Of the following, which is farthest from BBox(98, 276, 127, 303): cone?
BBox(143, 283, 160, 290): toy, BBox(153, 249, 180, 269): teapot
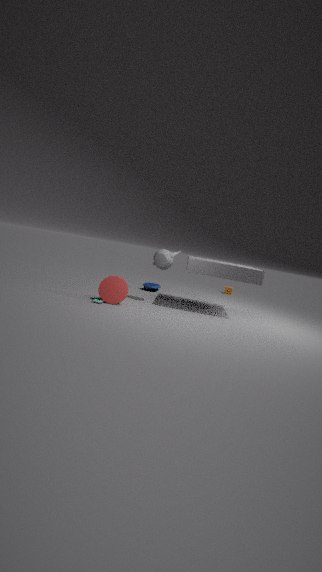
BBox(143, 283, 160, 290): toy
